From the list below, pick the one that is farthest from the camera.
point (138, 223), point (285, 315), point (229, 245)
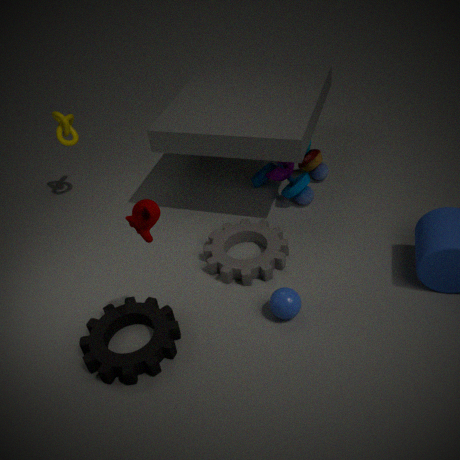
point (229, 245)
